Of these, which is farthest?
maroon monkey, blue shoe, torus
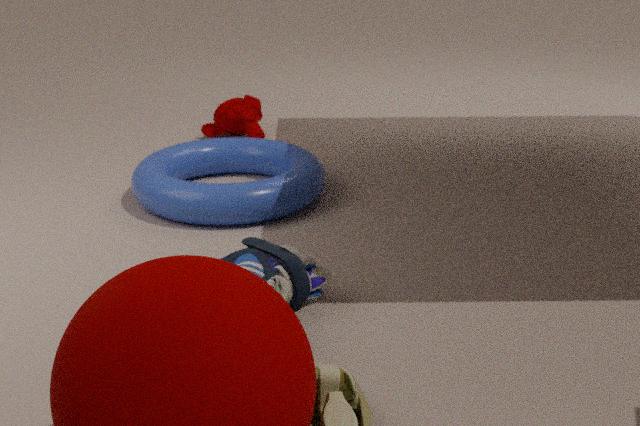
maroon monkey
